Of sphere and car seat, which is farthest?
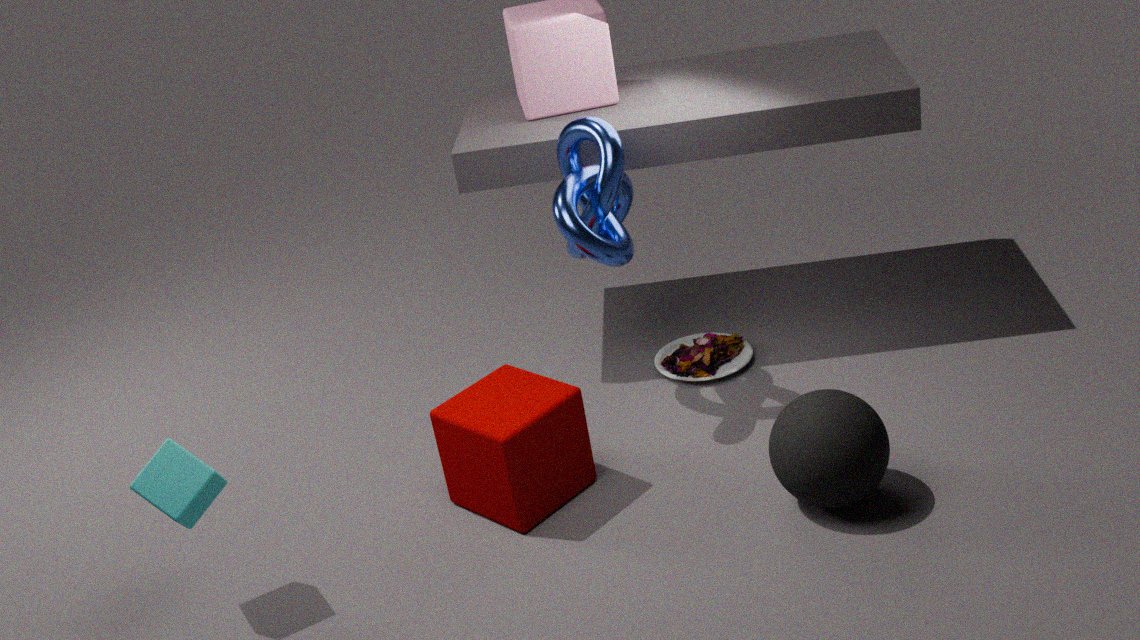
car seat
